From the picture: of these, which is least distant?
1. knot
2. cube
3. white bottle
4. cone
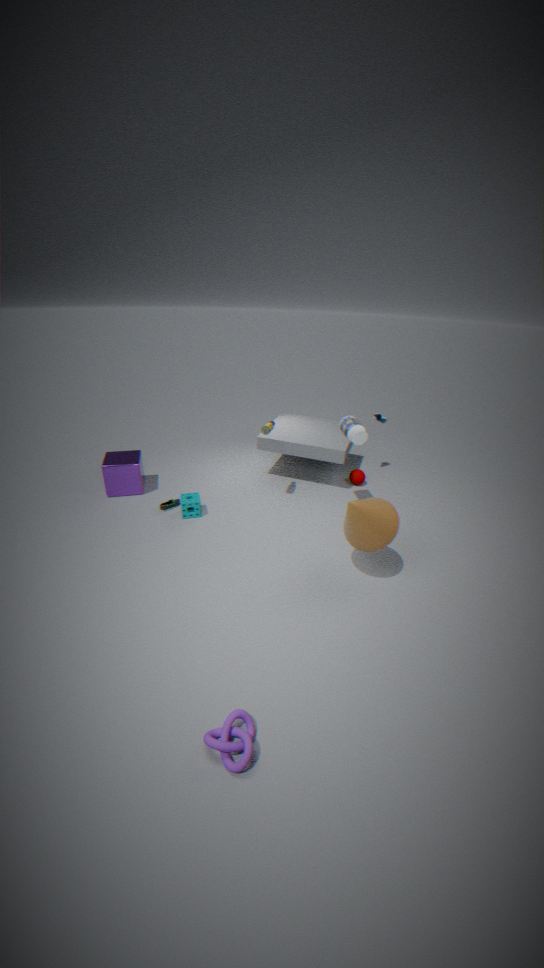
knot
